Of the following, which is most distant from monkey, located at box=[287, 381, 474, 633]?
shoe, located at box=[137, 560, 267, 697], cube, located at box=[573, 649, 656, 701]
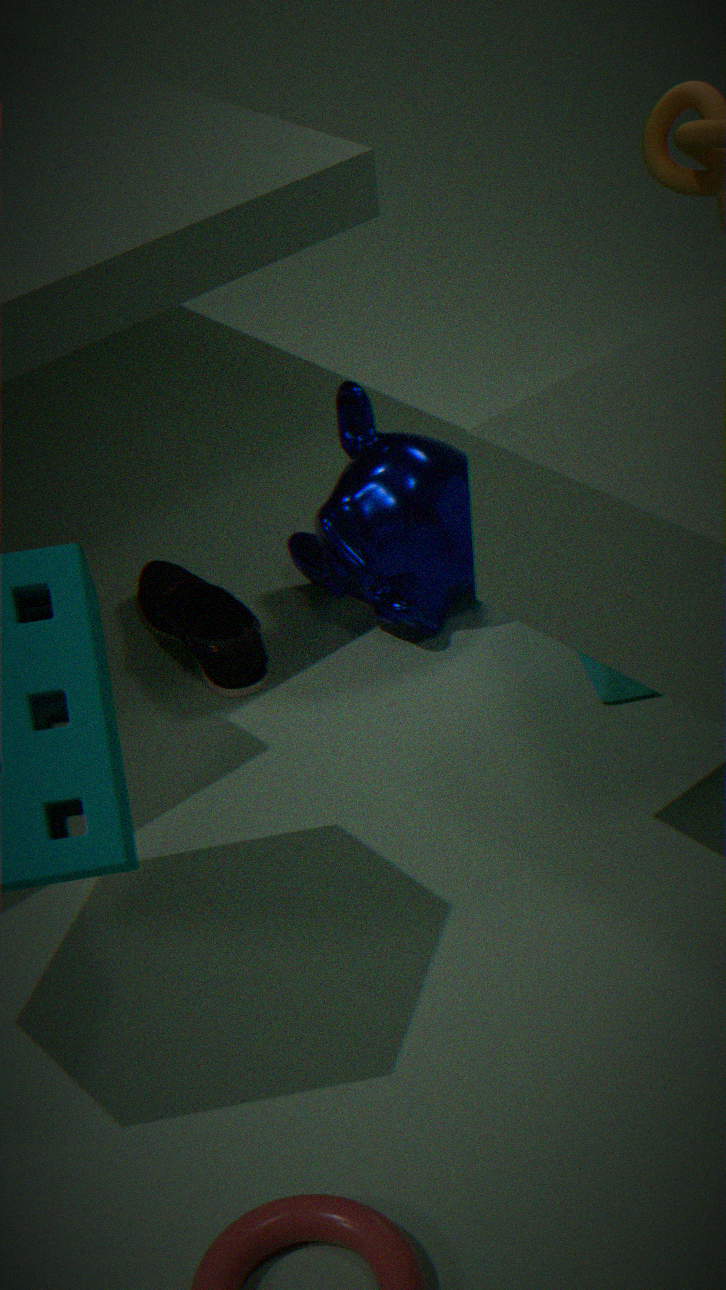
shoe, located at box=[137, 560, 267, 697]
